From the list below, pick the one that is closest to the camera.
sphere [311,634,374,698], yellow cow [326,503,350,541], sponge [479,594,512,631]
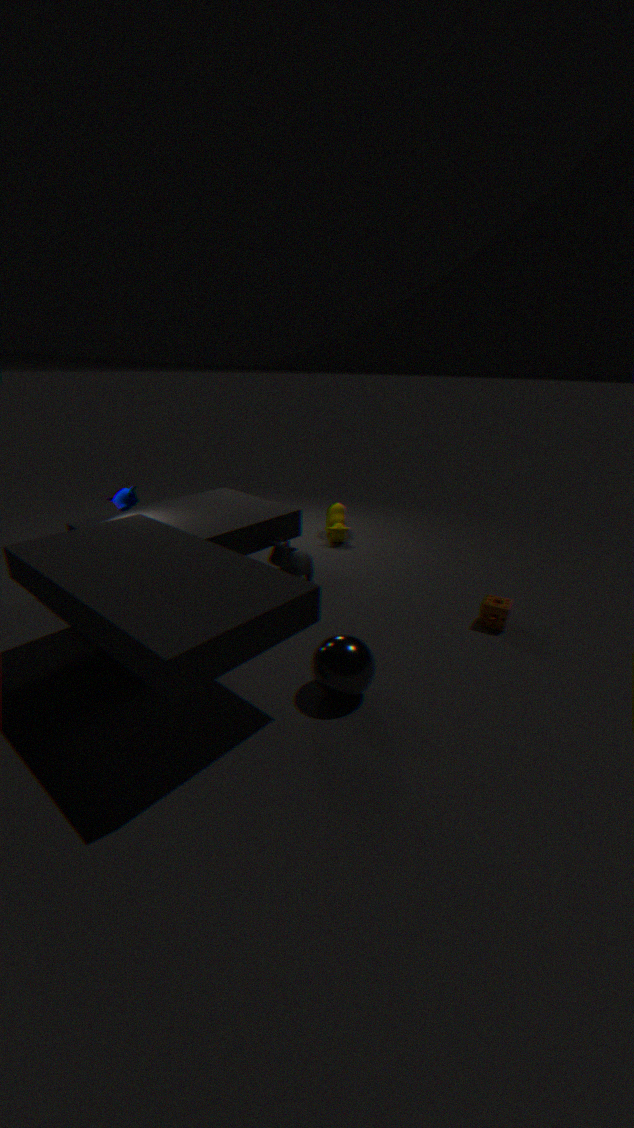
sphere [311,634,374,698]
